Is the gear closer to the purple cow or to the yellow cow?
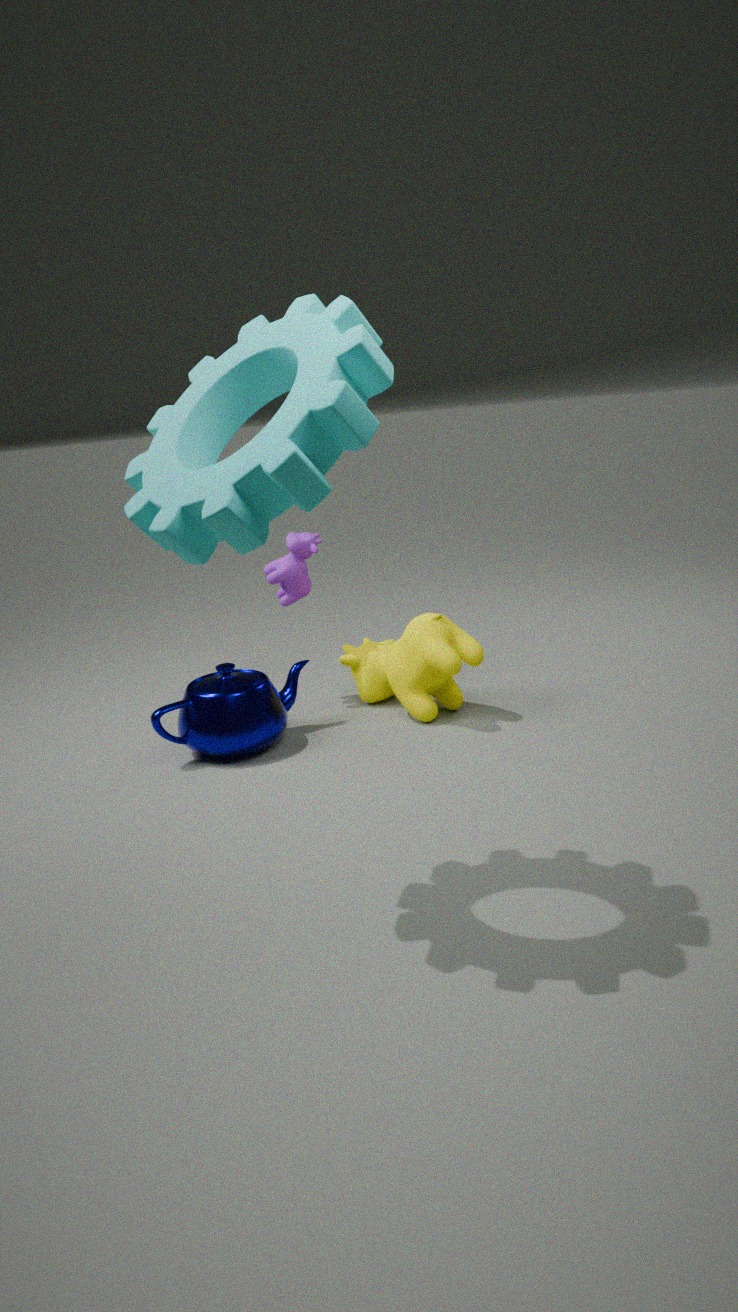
the purple cow
